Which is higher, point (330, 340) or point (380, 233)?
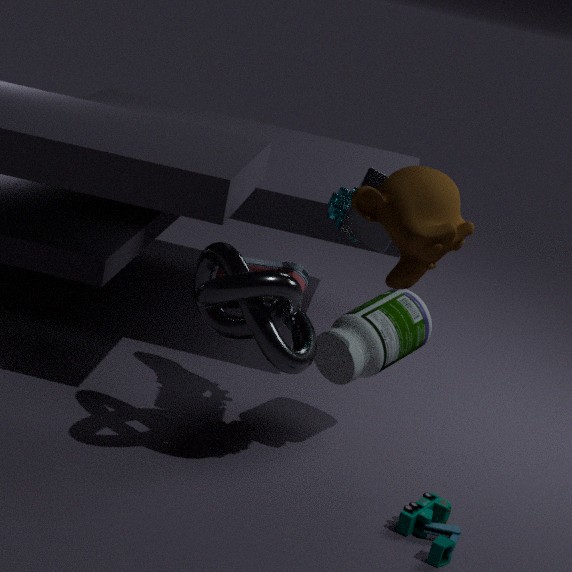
point (380, 233)
